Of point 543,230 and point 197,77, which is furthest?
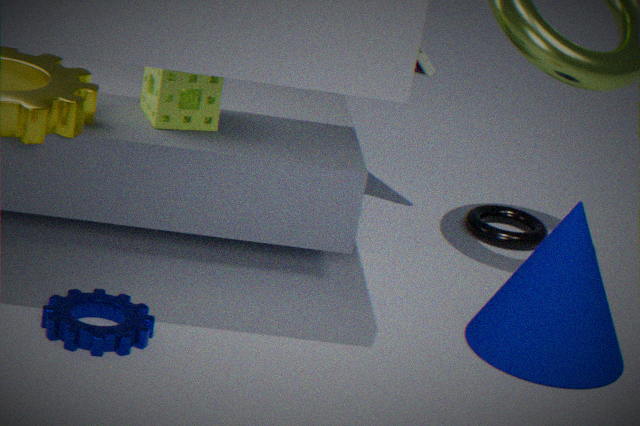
point 543,230
